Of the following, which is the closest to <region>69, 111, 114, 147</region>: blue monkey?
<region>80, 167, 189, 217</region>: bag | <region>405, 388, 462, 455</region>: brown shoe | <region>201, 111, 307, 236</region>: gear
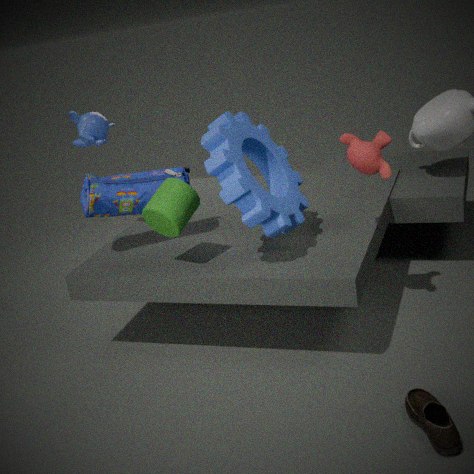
<region>80, 167, 189, 217</region>: bag
